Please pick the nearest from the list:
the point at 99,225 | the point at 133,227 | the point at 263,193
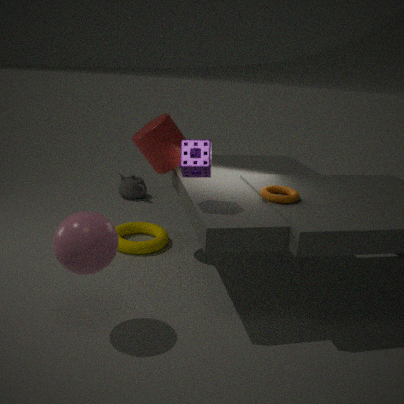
the point at 99,225
